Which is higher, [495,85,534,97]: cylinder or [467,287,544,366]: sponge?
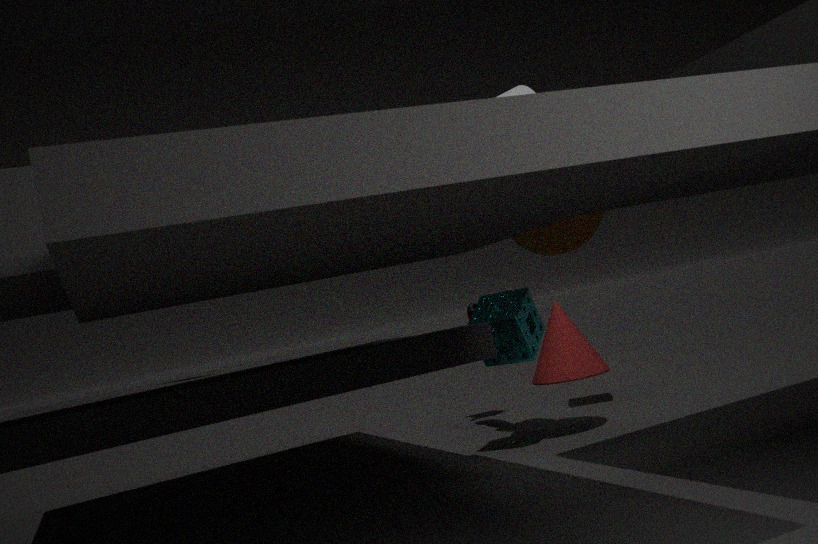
[495,85,534,97]: cylinder
